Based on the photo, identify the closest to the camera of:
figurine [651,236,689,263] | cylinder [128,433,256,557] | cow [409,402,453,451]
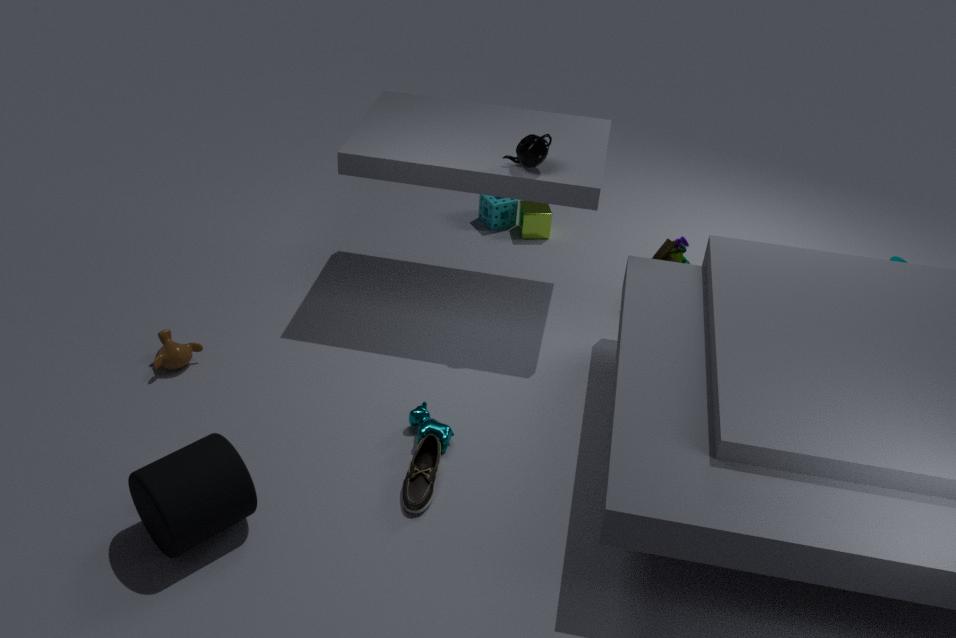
cylinder [128,433,256,557]
